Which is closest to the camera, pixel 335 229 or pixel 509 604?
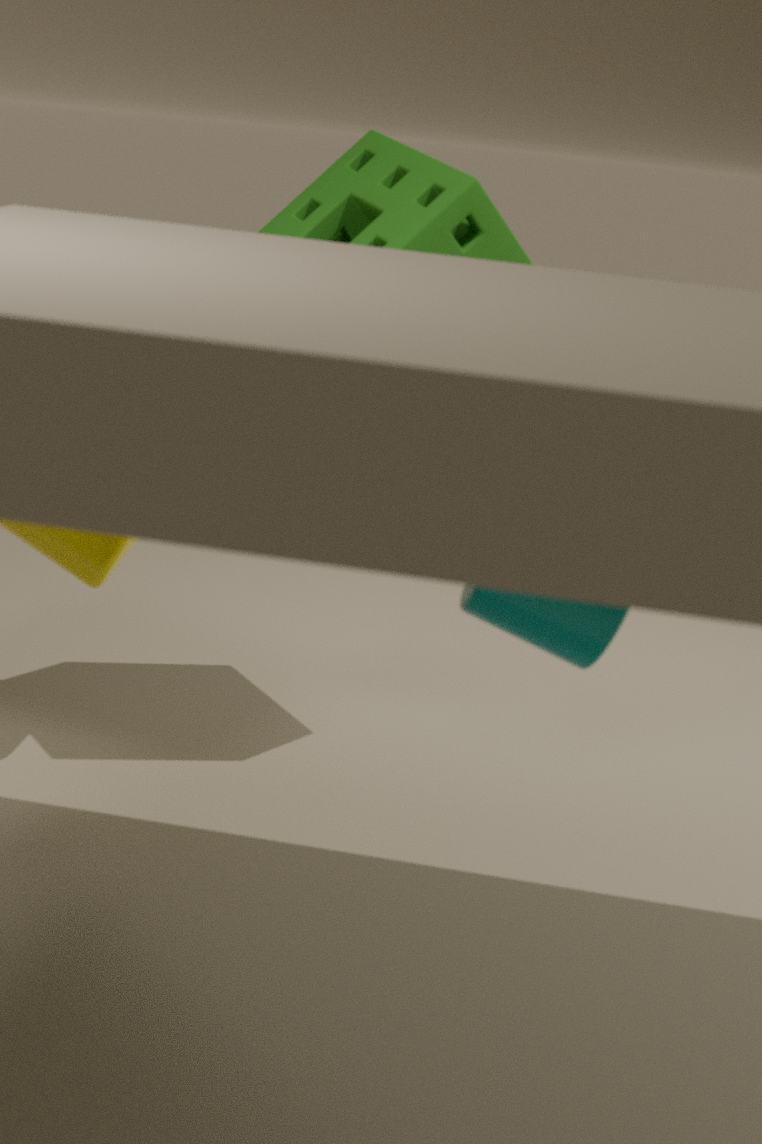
pixel 509 604
